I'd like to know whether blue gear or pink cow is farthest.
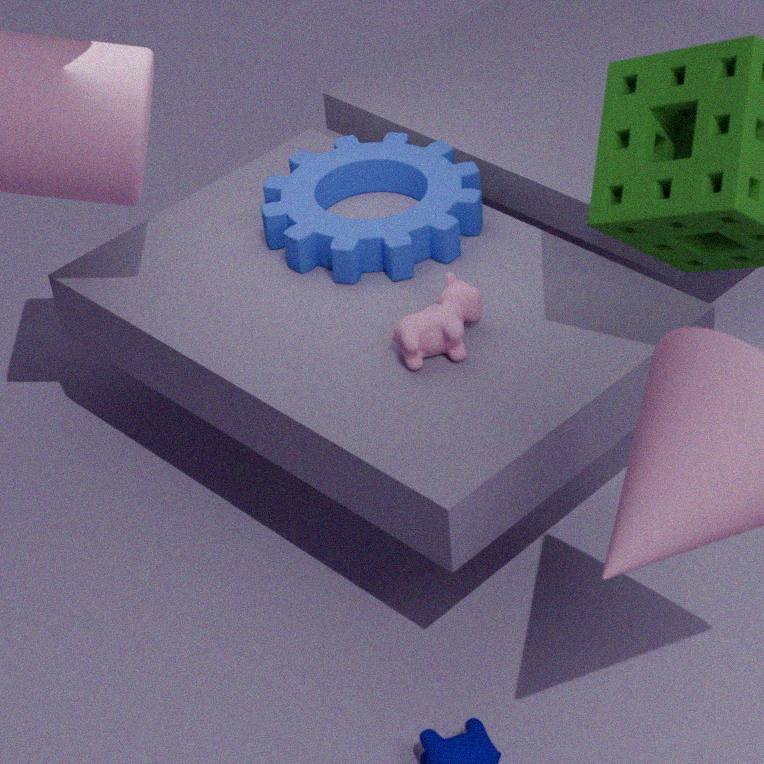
blue gear
